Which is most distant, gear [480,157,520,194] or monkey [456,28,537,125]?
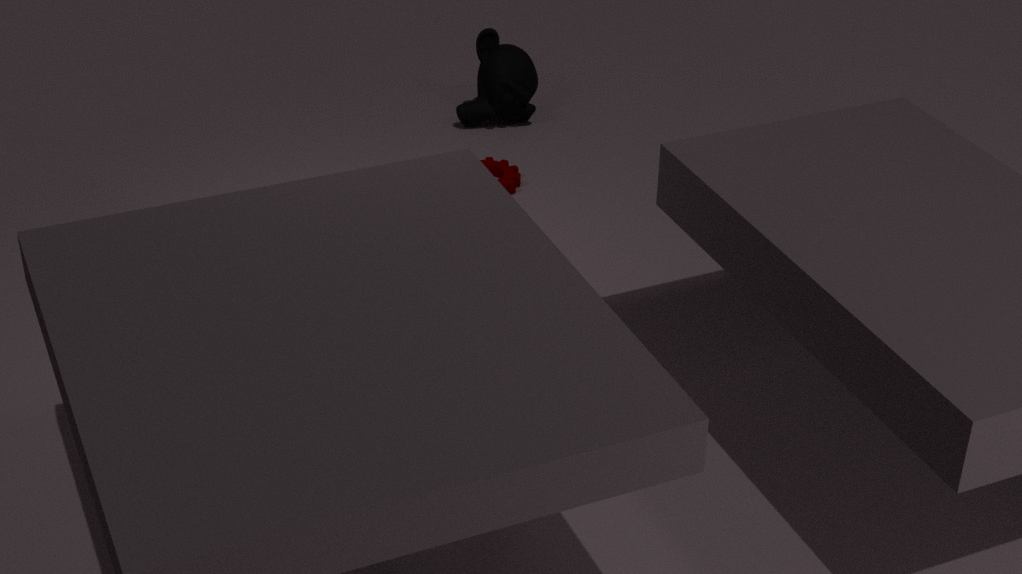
monkey [456,28,537,125]
